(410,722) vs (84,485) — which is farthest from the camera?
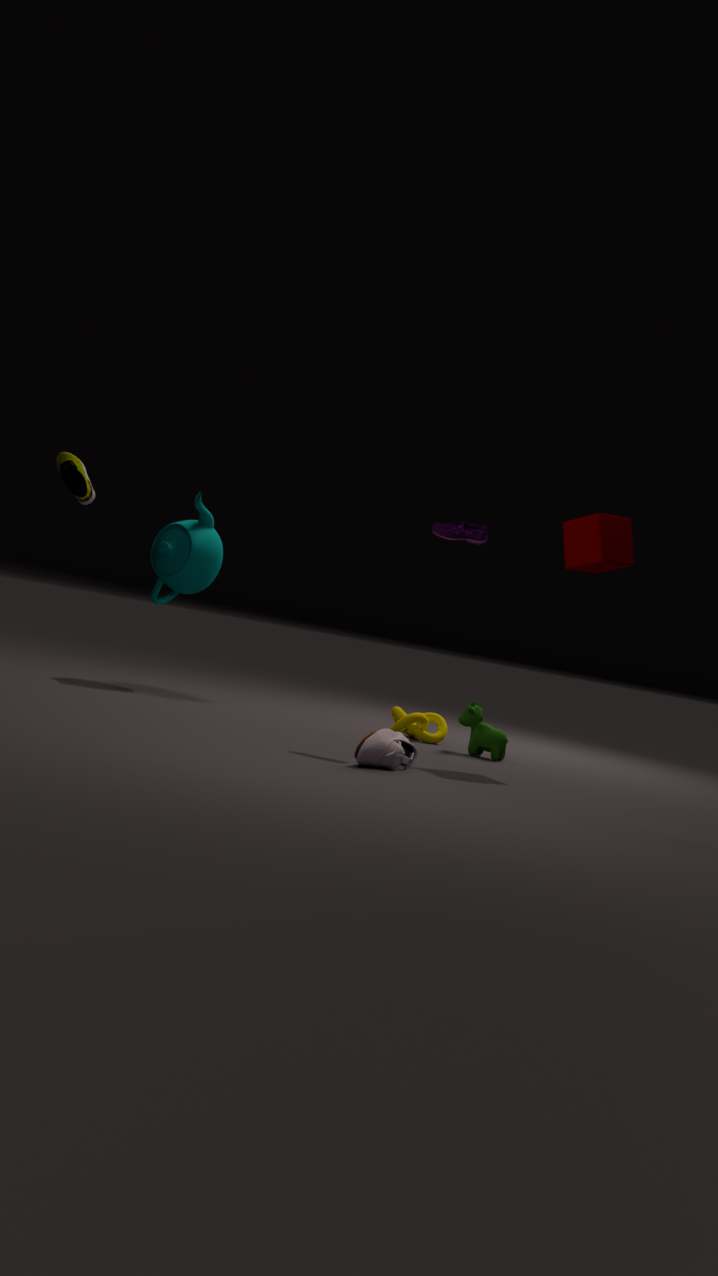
(410,722)
